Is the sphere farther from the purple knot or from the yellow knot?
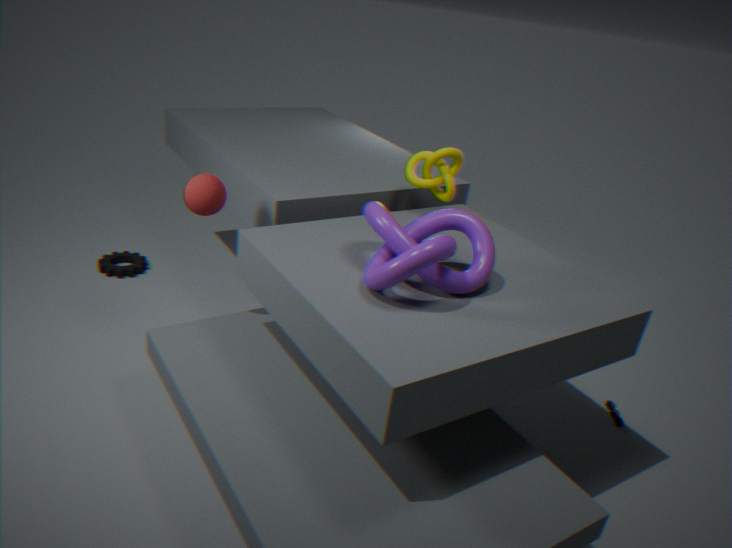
the yellow knot
